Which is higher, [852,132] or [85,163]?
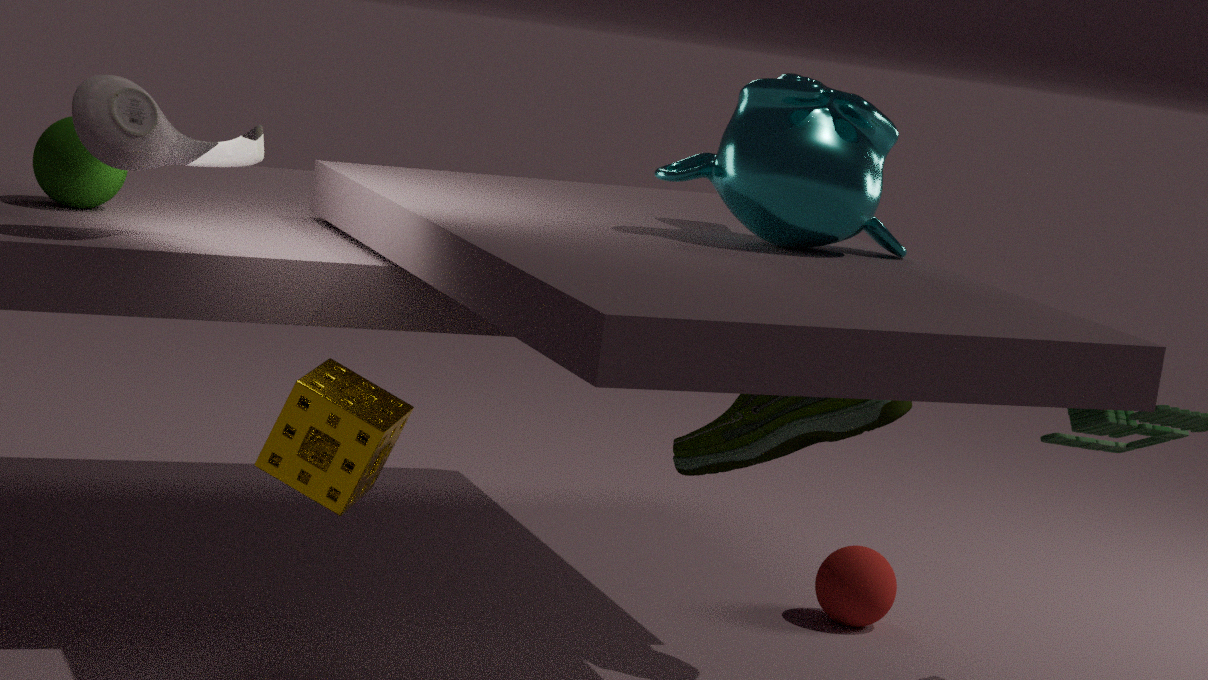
[852,132]
